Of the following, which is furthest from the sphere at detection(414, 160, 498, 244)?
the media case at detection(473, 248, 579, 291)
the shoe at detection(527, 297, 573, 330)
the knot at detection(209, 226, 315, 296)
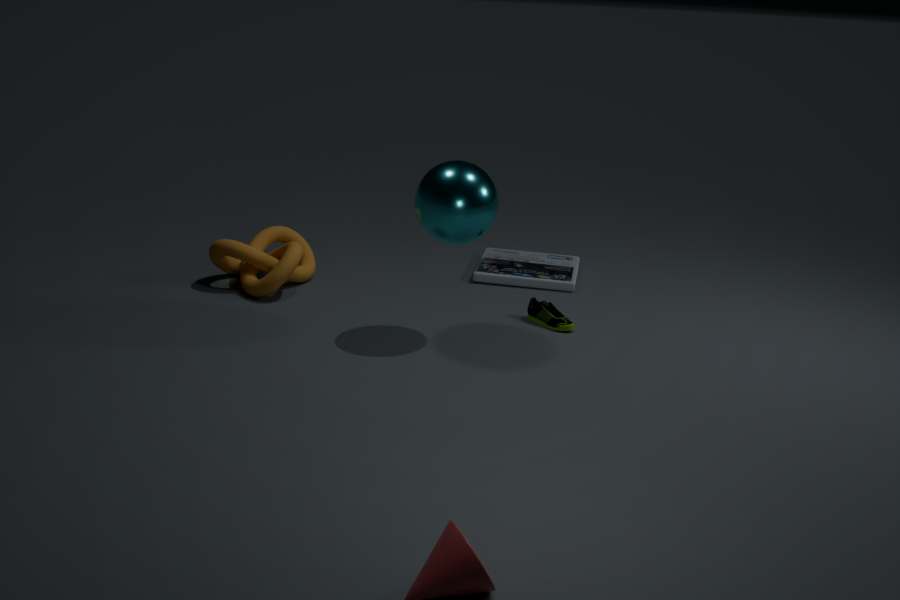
the knot at detection(209, 226, 315, 296)
